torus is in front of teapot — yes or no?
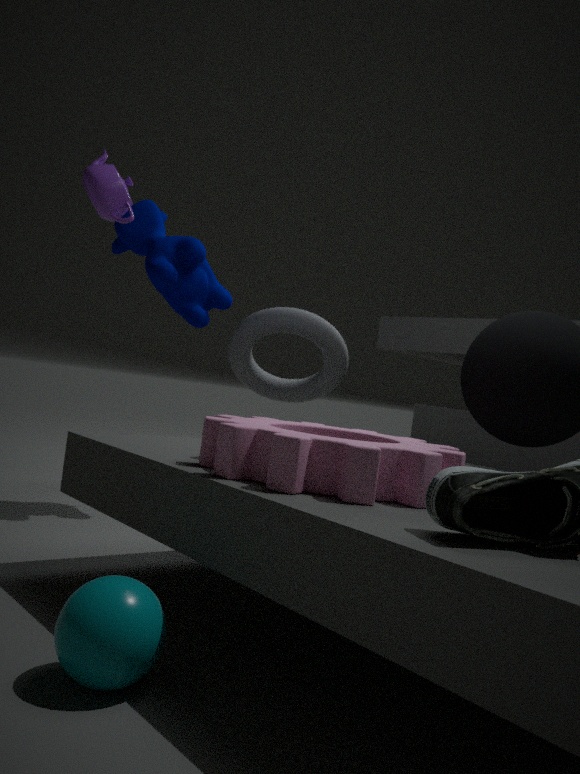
No
